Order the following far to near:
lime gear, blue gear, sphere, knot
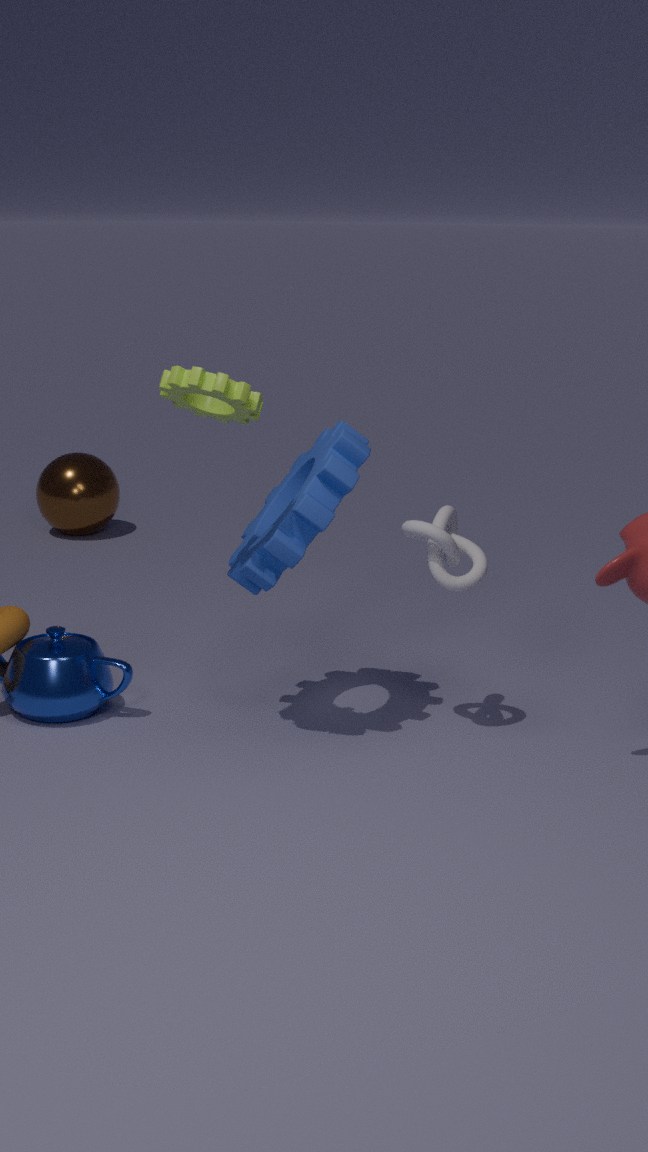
sphere, knot, blue gear, lime gear
